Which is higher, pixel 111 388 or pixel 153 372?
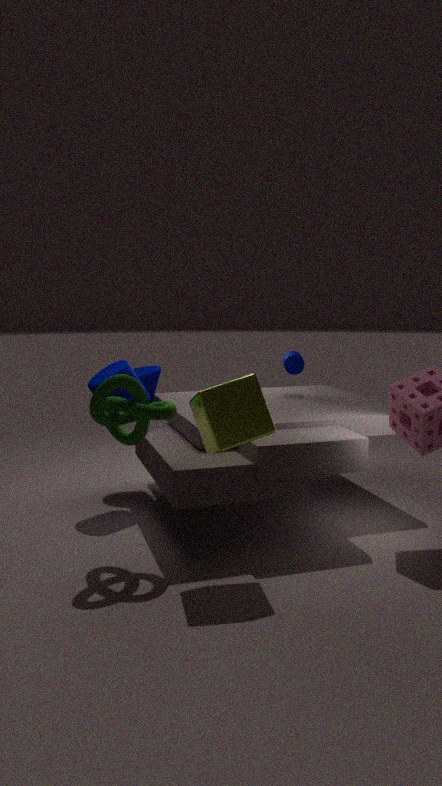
pixel 111 388
